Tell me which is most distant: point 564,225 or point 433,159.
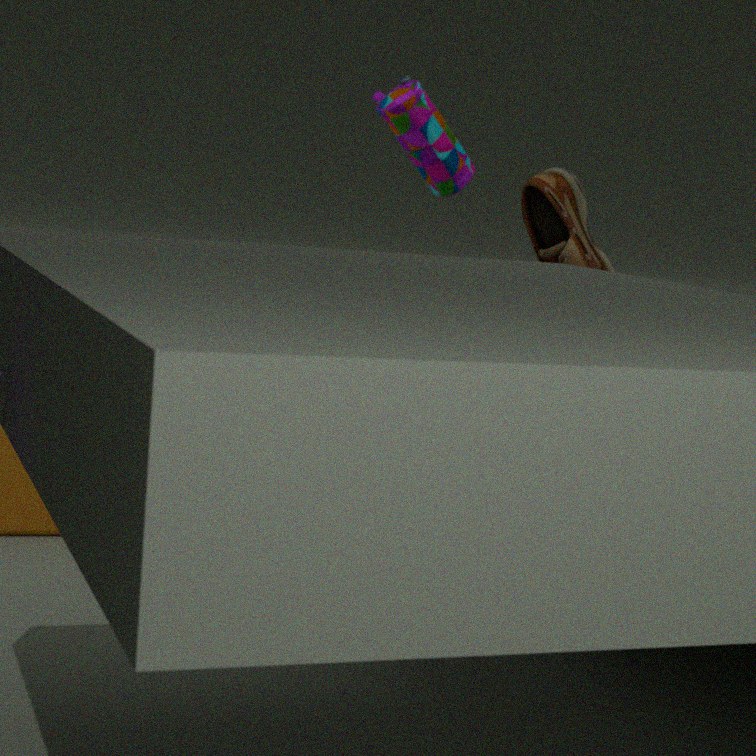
point 433,159
